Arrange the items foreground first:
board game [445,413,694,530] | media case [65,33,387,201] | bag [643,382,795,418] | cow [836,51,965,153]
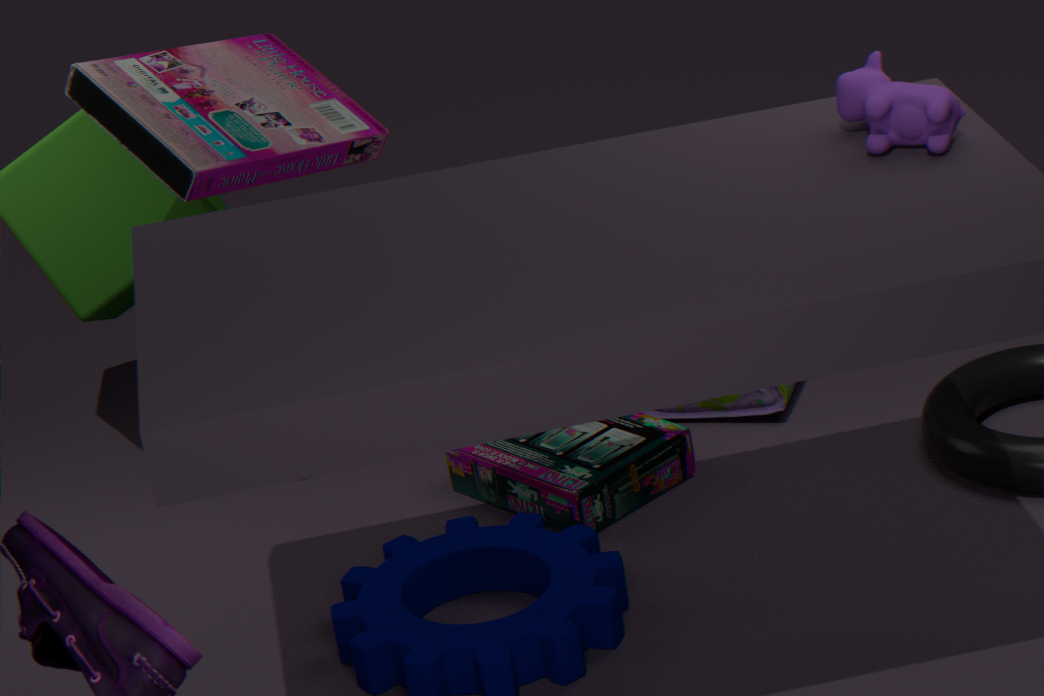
cow [836,51,965,153] → media case [65,33,387,201] → board game [445,413,694,530] → bag [643,382,795,418]
